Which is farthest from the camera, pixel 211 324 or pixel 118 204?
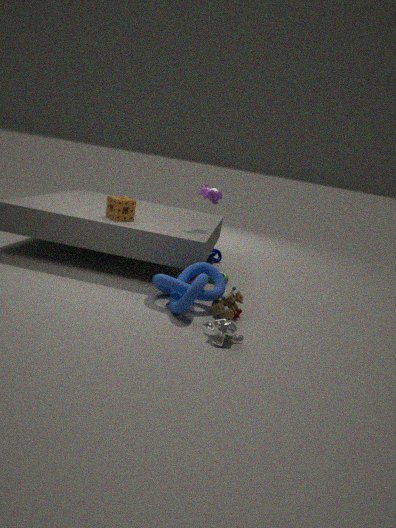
pixel 118 204
